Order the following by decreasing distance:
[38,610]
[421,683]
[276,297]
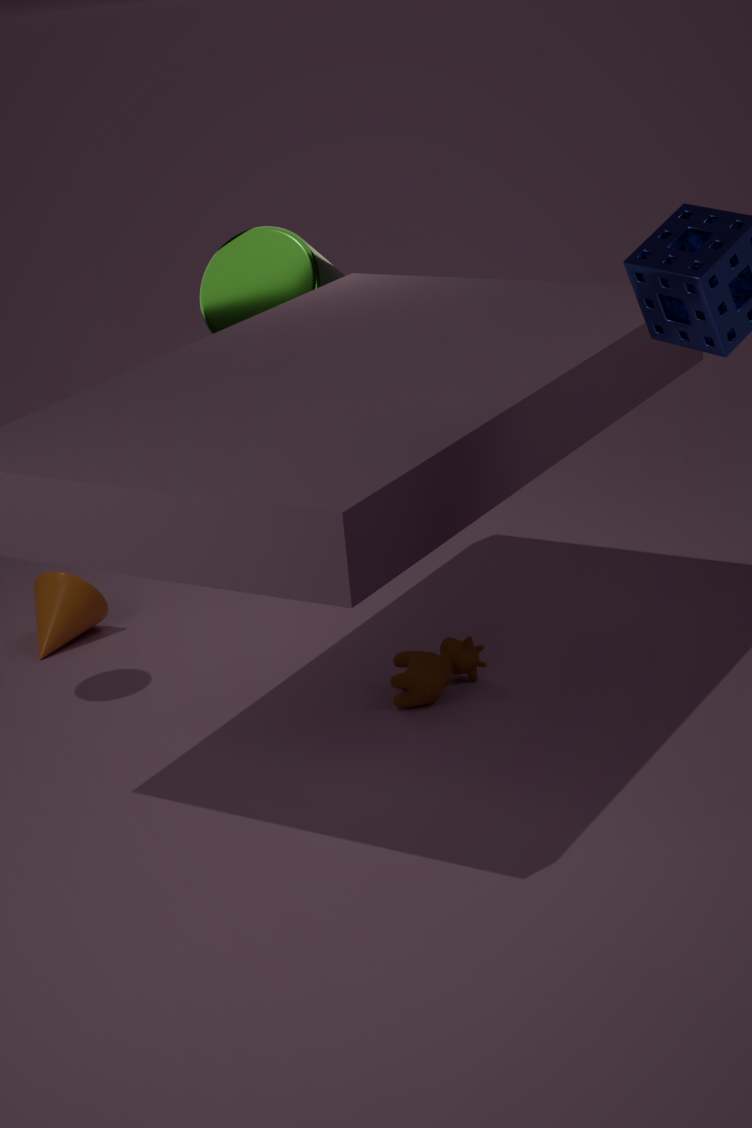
[276,297] → [38,610] → [421,683]
